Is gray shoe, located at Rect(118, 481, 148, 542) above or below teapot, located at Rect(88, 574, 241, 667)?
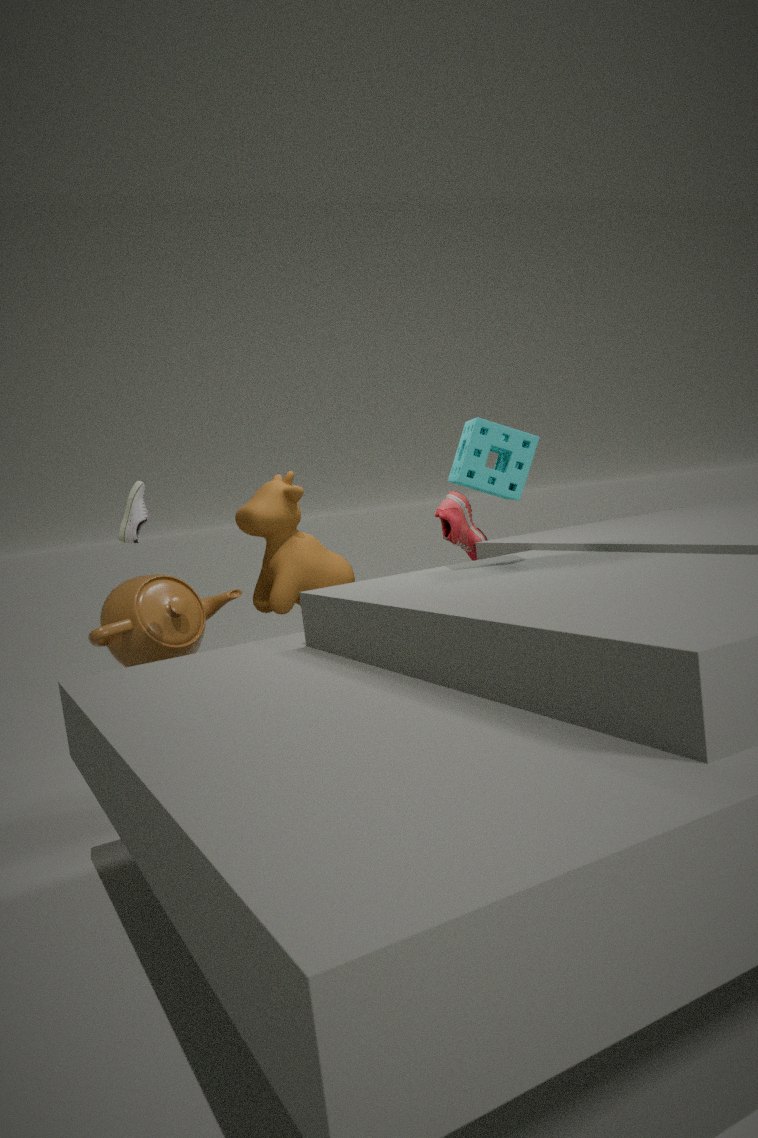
above
